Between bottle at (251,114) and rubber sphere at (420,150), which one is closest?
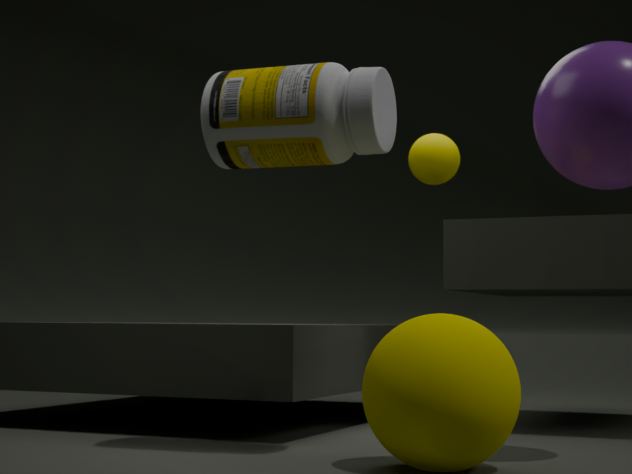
bottle at (251,114)
